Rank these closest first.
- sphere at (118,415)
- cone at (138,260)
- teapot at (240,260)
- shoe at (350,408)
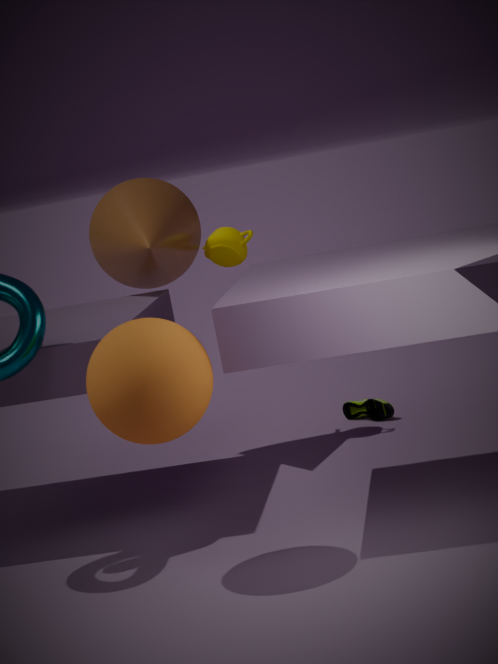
1. sphere at (118,415)
2. cone at (138,260)
3. teapot at (240,260)
4. shoe at (350,408)
